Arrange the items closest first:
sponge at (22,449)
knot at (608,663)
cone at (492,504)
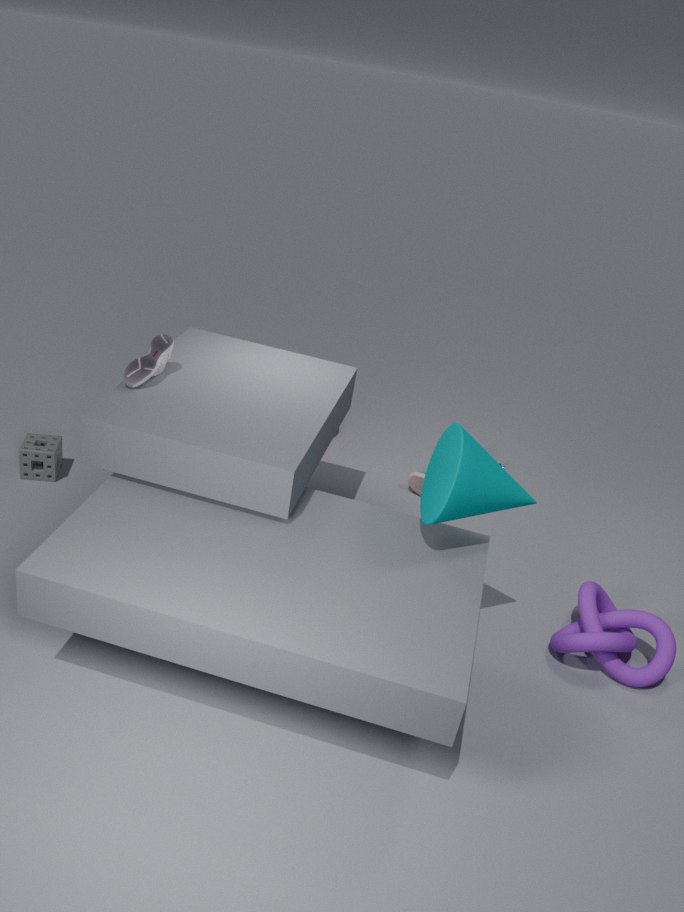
cone at (492,504) < knot at (608,663) < sponge at (22,449)
